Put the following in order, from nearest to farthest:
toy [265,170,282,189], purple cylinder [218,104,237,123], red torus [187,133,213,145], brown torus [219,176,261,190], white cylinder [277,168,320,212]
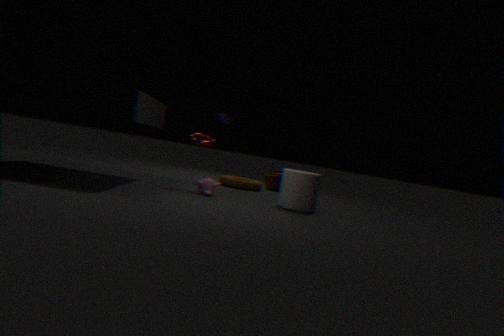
white cylinder [277,168,320,212] < red torus [187,133,213,145] < brown torus [219,176,261,190] < purple cylinder [218,104,237,123] < toy [265,170,282,189]
